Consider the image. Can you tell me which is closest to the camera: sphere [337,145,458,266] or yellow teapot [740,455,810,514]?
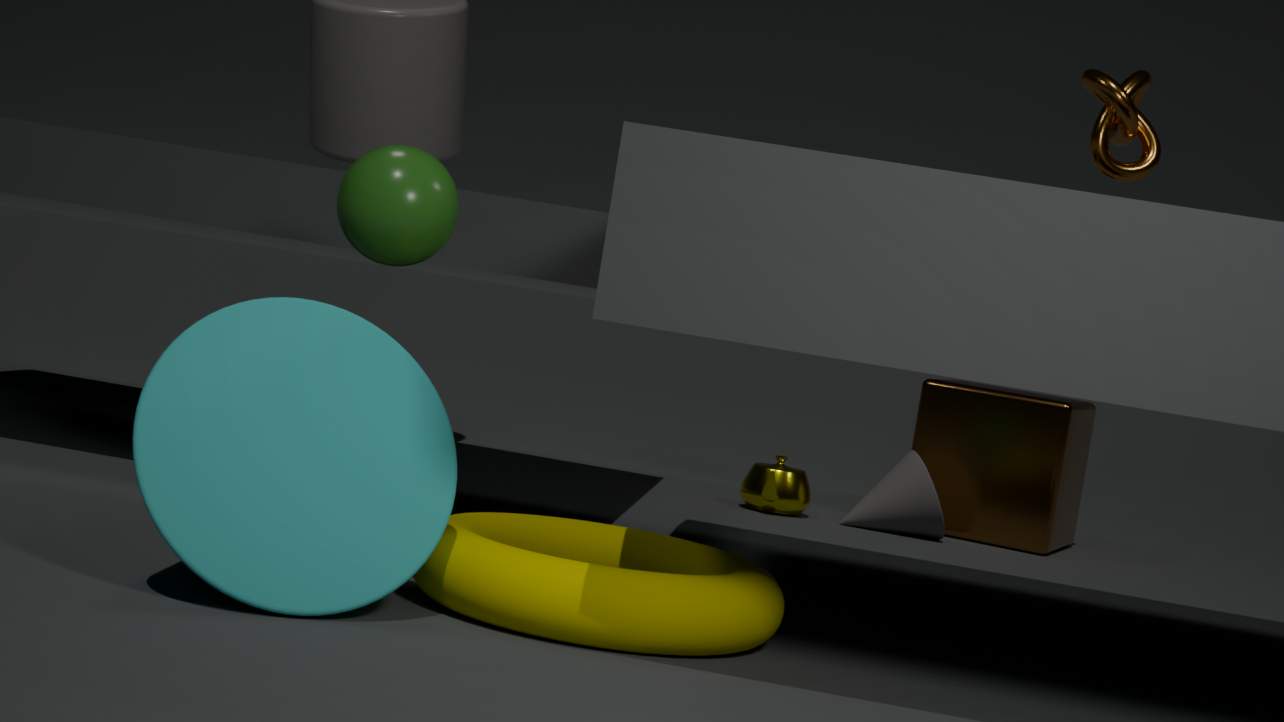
sphere [337,145,458,266]
